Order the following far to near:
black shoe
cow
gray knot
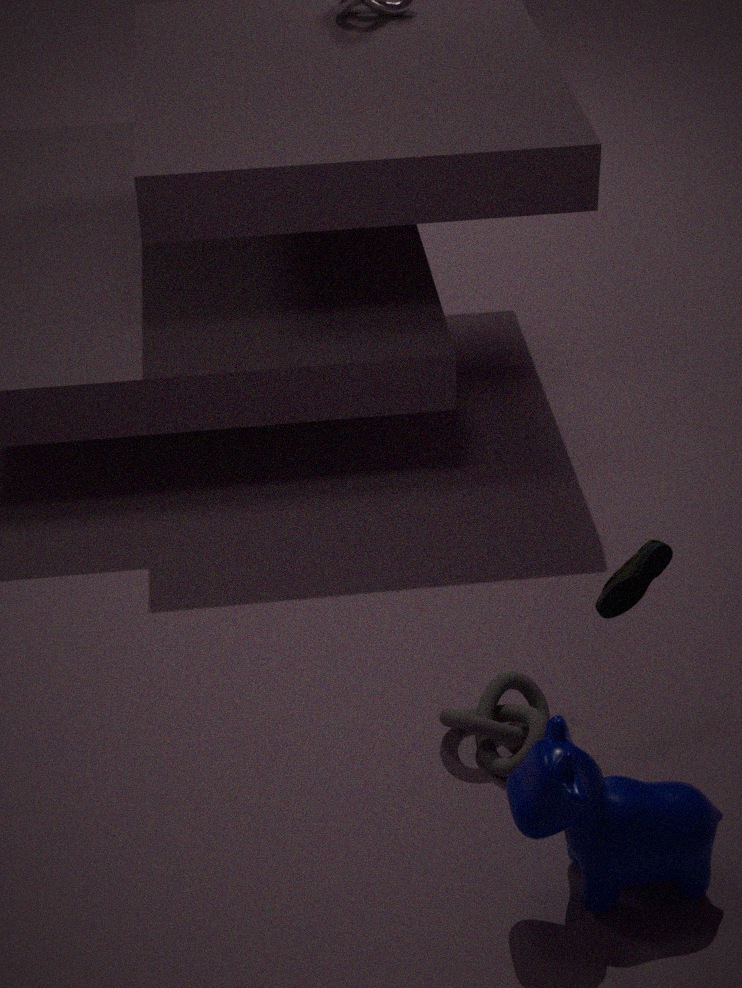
1. gray knot
2. black shoe
3. cow
